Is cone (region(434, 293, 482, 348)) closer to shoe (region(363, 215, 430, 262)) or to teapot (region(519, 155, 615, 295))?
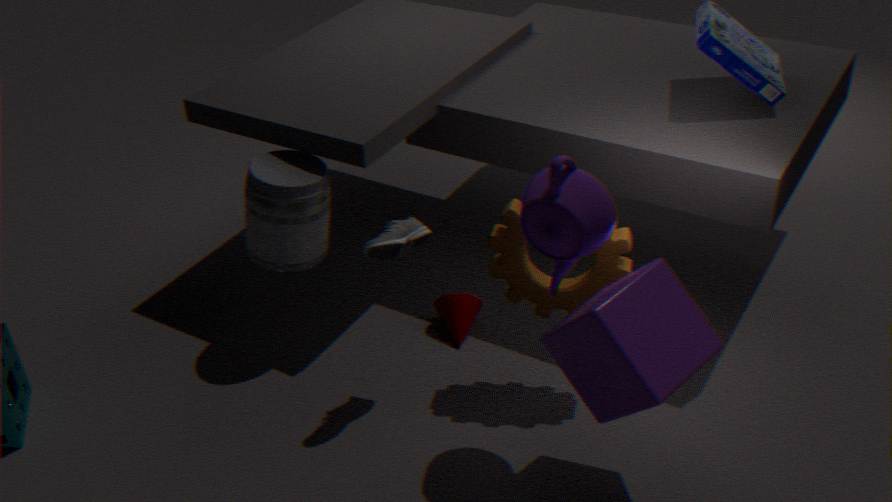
shoe (region(363, 215, 430, 262))
